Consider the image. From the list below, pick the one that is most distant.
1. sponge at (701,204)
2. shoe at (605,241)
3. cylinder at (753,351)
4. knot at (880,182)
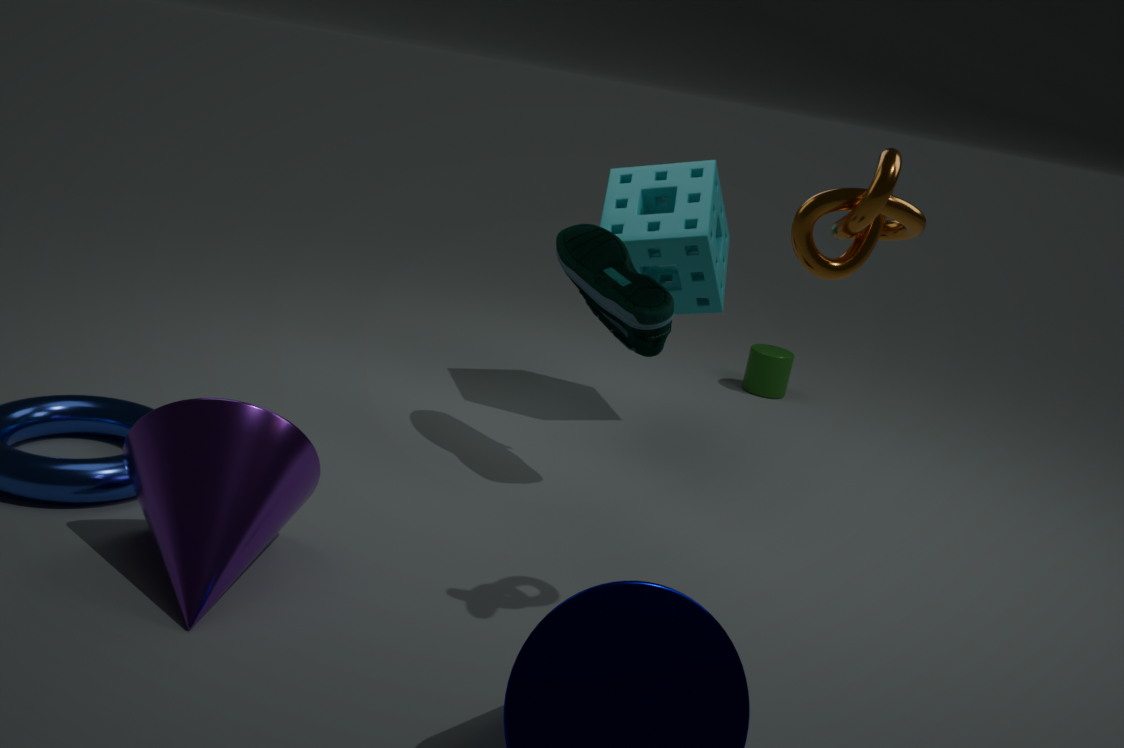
cylinder at (753,351)
